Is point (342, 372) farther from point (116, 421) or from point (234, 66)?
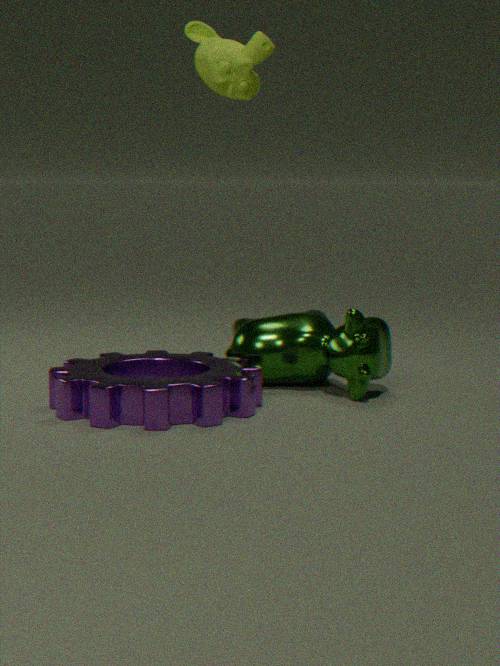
point (234, 66)
